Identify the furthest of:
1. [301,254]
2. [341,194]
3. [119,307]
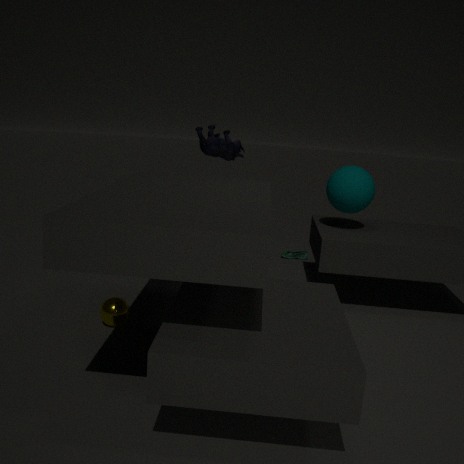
[301,254]
